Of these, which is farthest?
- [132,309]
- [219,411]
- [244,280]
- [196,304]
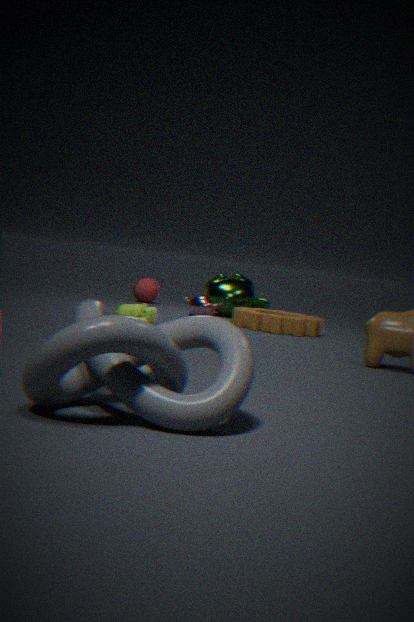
[244,280]
